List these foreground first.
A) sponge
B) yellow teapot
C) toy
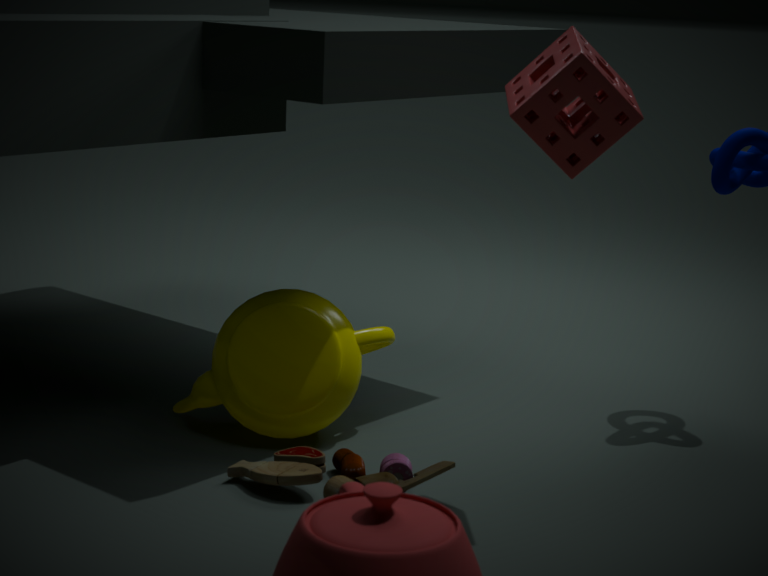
1. sponge
2. toy
3. yellow teapot
